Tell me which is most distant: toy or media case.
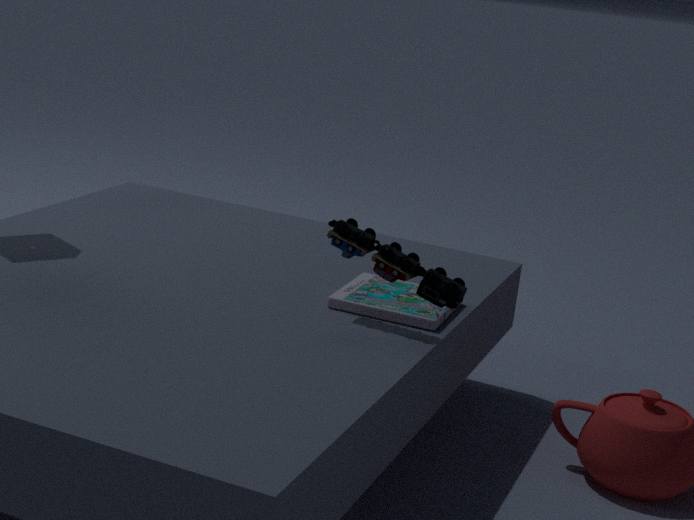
media case
